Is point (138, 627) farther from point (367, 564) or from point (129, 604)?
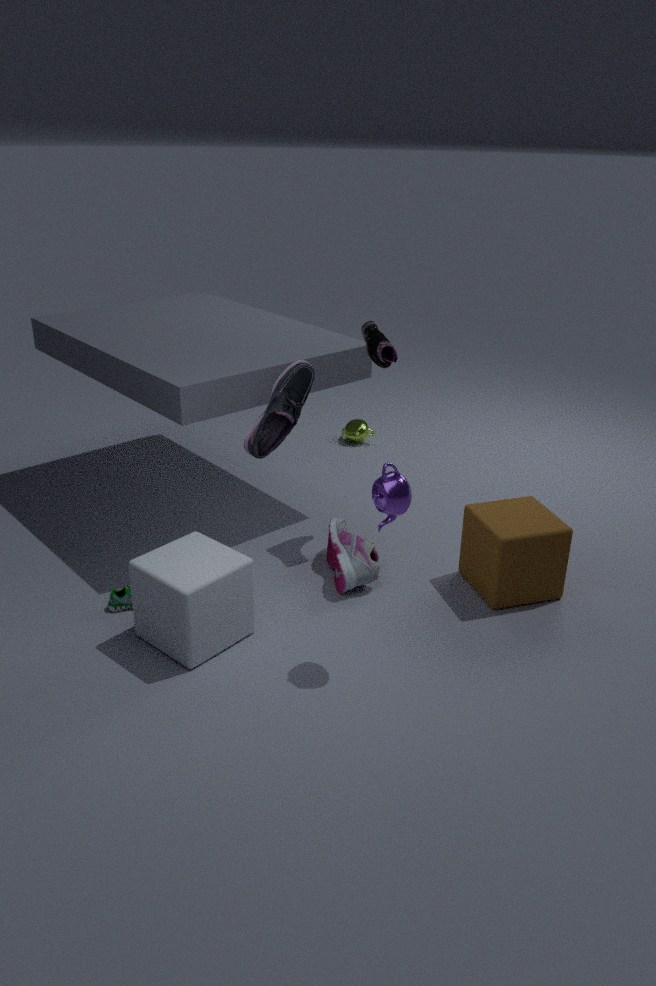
point (367, 564)
